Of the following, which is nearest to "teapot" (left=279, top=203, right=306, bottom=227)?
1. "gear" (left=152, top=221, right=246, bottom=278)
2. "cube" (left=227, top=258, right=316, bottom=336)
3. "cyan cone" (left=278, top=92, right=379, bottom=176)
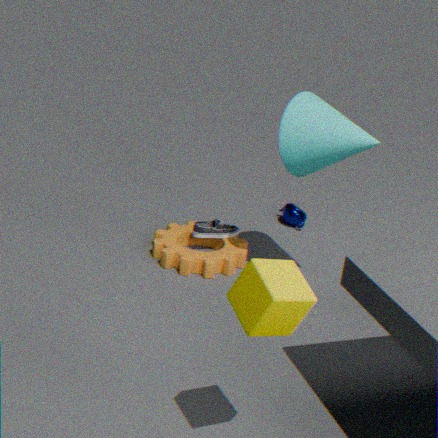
"gear" (left=152, top=221, right=246, bottom=278)
